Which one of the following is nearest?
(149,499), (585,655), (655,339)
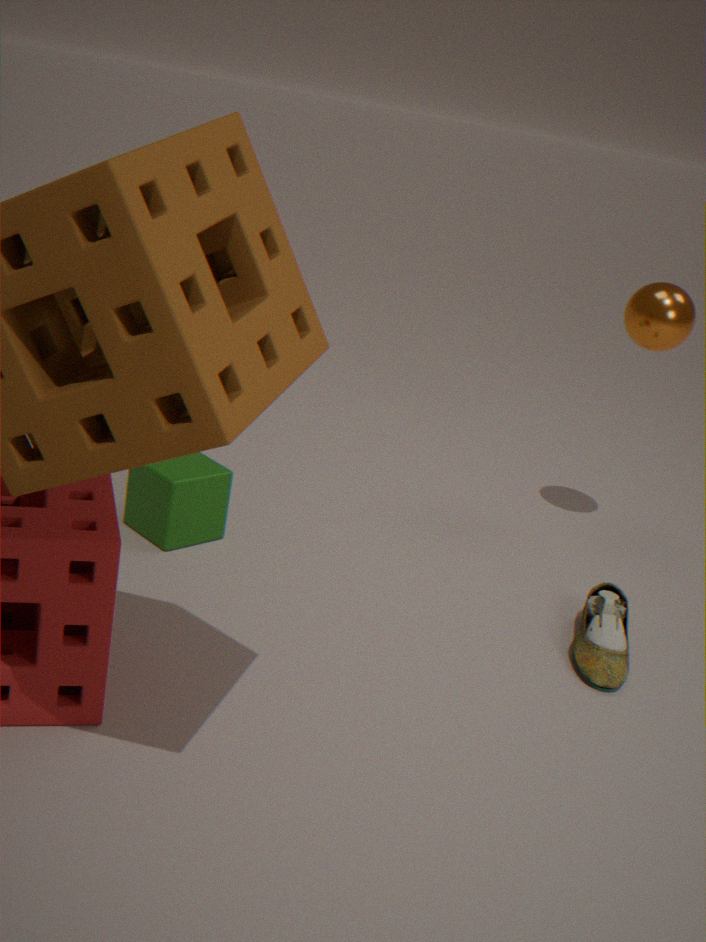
(585,655)
